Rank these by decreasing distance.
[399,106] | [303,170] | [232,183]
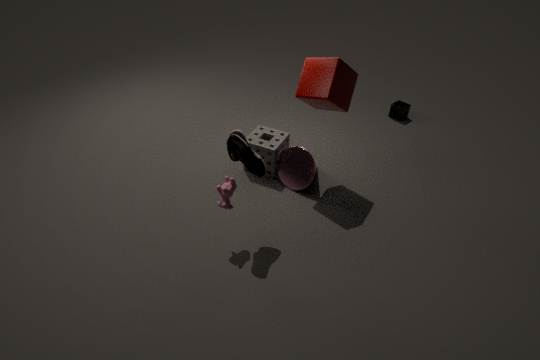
[399,106], [303,170], [232,183]
